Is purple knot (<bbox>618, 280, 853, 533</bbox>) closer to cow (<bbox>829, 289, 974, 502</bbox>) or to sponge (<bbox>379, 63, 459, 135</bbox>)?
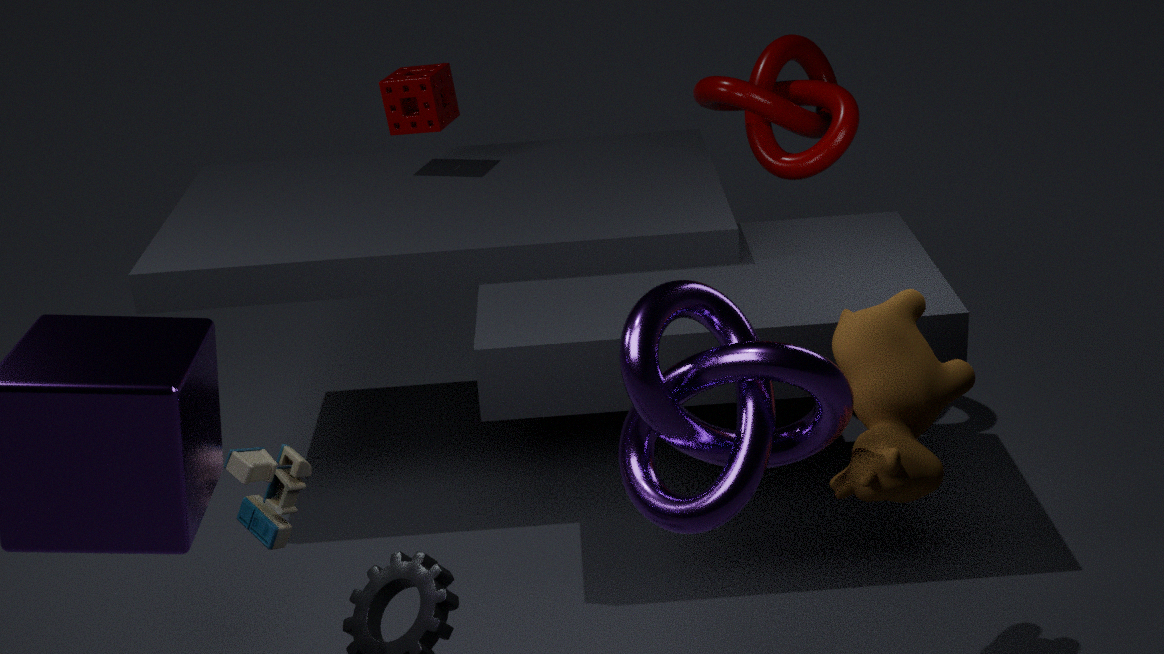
cow (<bbox>829, 289, 974, 502</bbox>)
